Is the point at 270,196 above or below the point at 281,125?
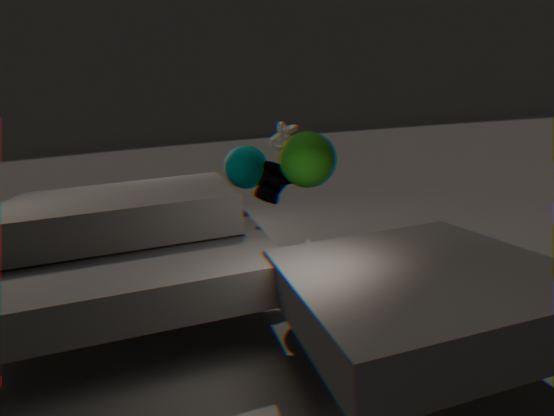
below
